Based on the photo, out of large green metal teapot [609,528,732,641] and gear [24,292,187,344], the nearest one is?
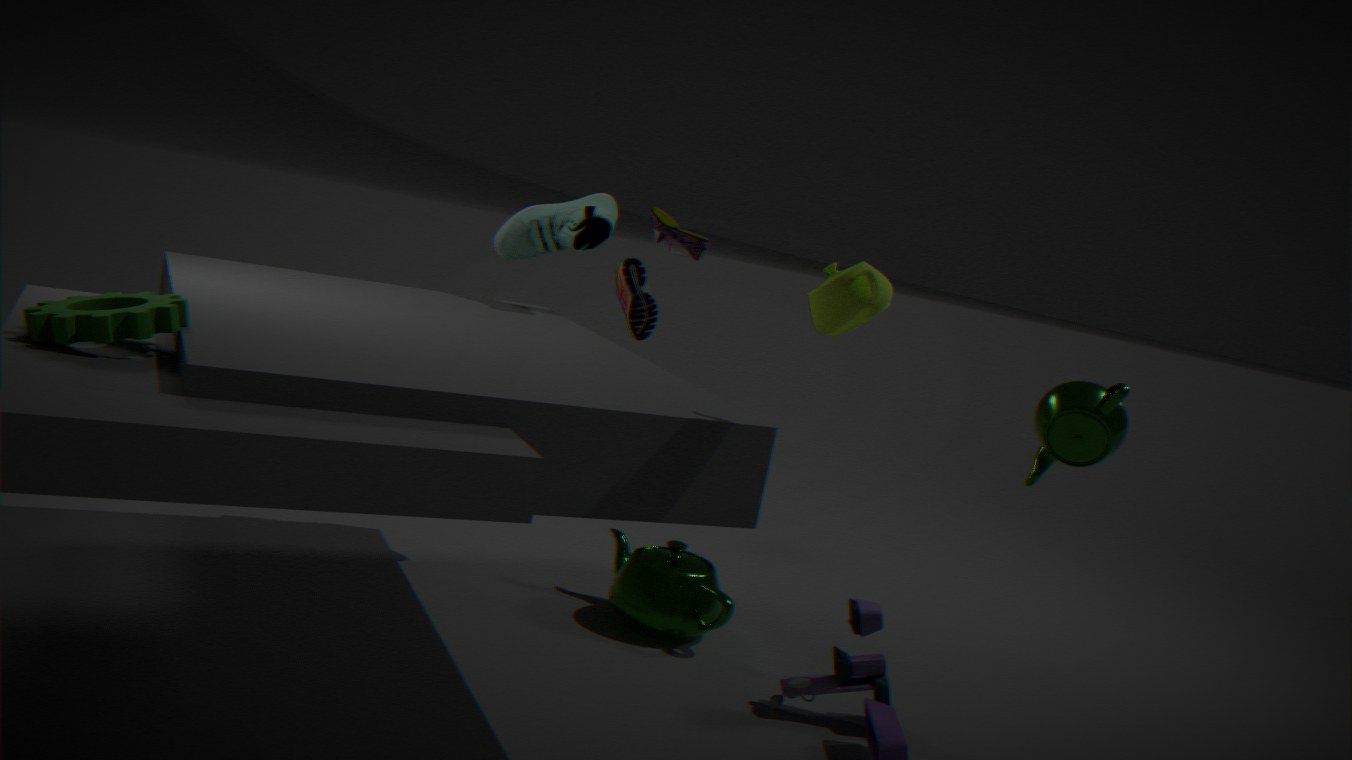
gear [24,292,187,344]
